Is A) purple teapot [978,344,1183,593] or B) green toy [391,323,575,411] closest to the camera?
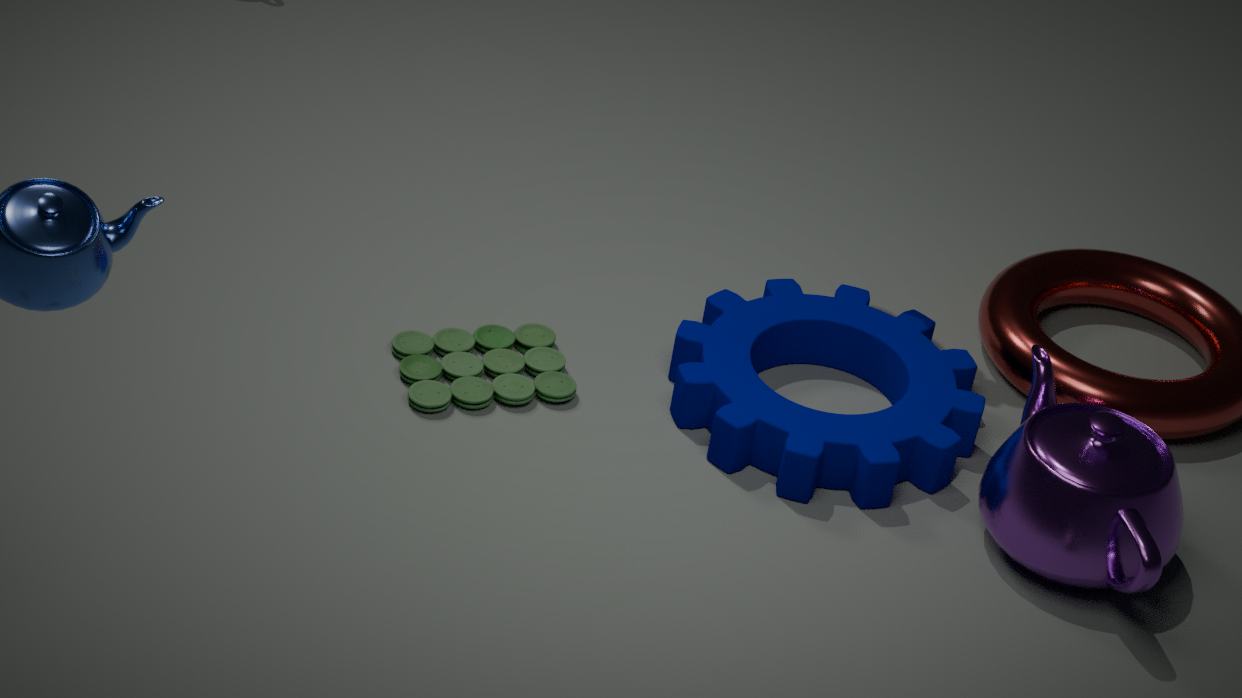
A. purple teapot [978,344,1183,593]
